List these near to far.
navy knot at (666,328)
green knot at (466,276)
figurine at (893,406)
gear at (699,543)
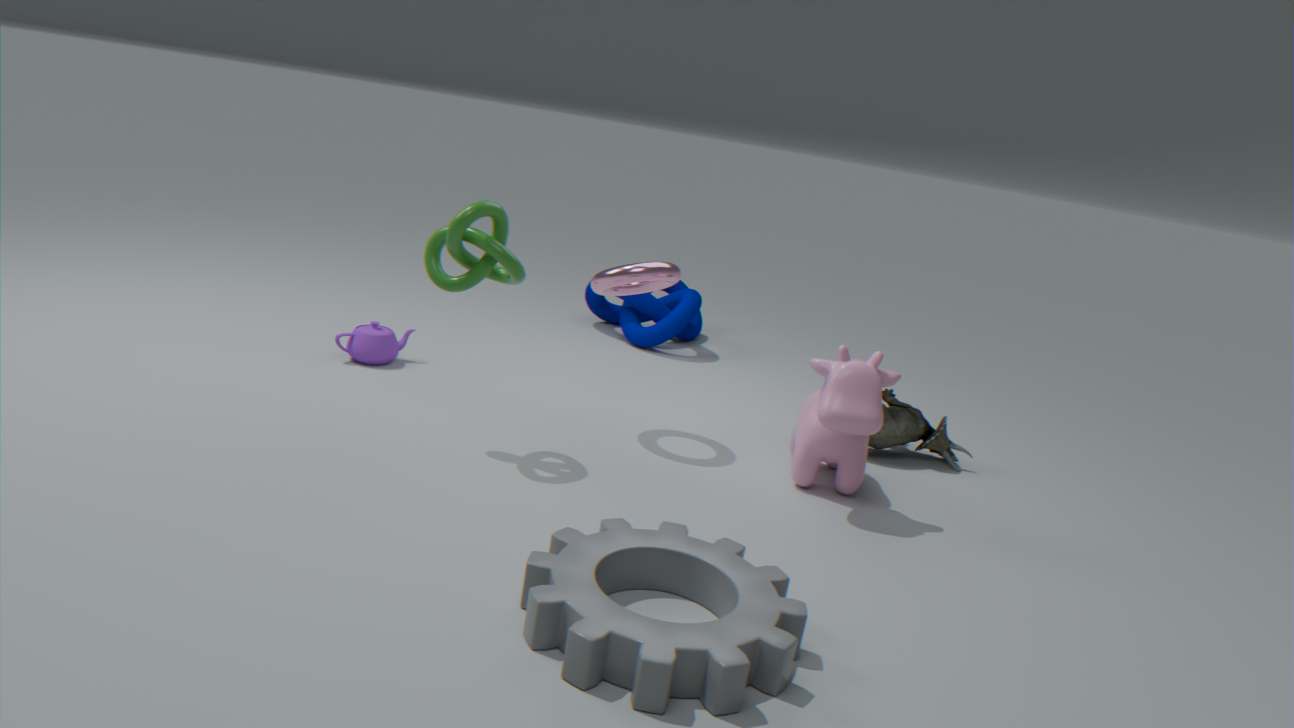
gear at (699,543)
green knot at (466,276)
figurine at (893,406)
navy knot at (666,328)
